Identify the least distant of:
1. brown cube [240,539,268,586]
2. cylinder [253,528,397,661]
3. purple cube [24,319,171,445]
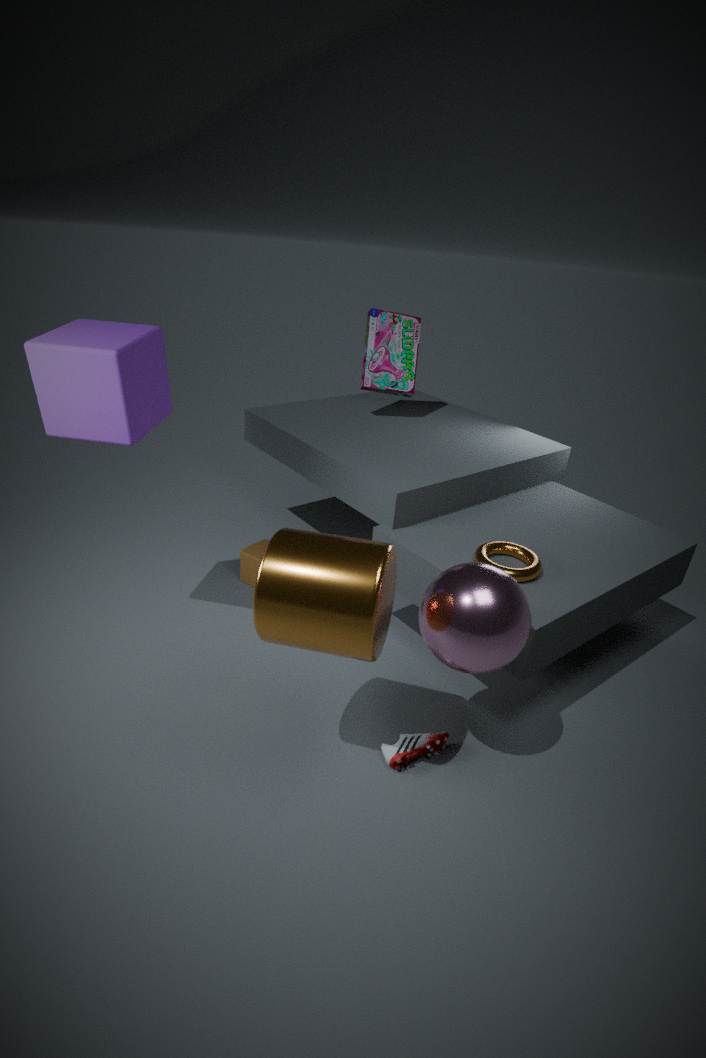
cylinder [253,528,397,661]
